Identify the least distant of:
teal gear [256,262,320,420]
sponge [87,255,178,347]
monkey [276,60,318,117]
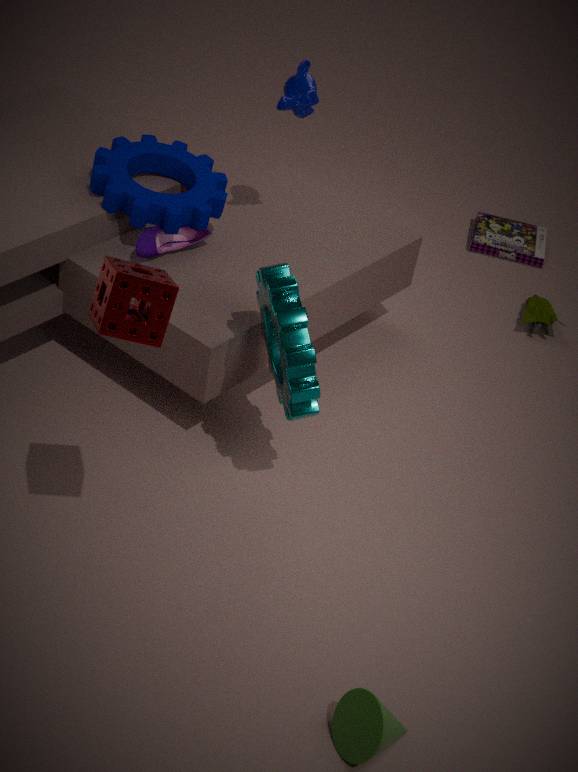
sponge [87,255,178,347]
